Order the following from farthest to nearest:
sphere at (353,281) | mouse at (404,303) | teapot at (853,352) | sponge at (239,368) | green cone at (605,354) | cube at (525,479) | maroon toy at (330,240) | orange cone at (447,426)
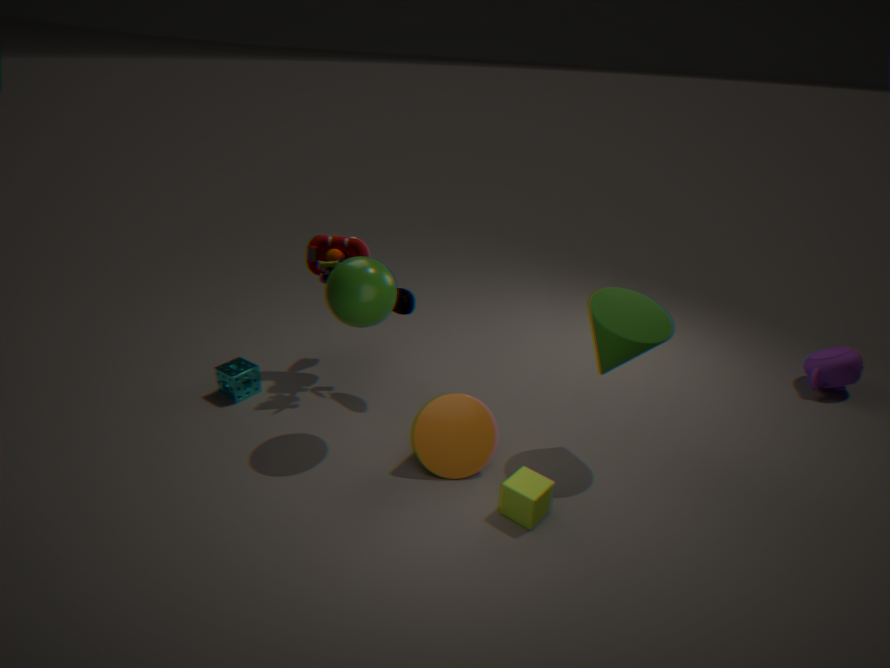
teapot at (853,352) < maroon toy at (330,240) < sponge at (239,368) < mouse at (404,303) < orange cone at (447,426) < sphere at (353,281) < green cone at (605,354) < cube at (525,479)
